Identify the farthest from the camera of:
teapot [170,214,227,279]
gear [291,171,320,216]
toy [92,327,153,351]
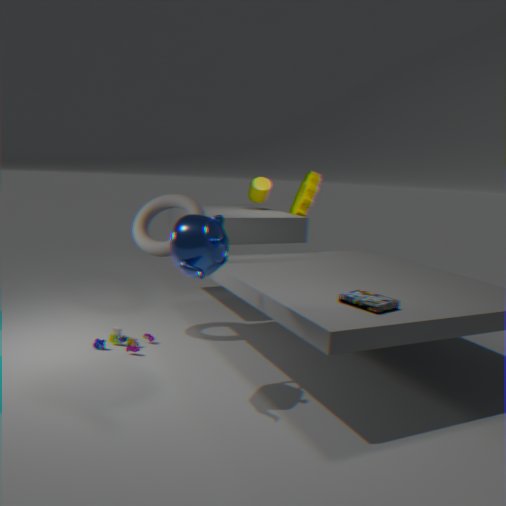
gear [291,171,320,216]
